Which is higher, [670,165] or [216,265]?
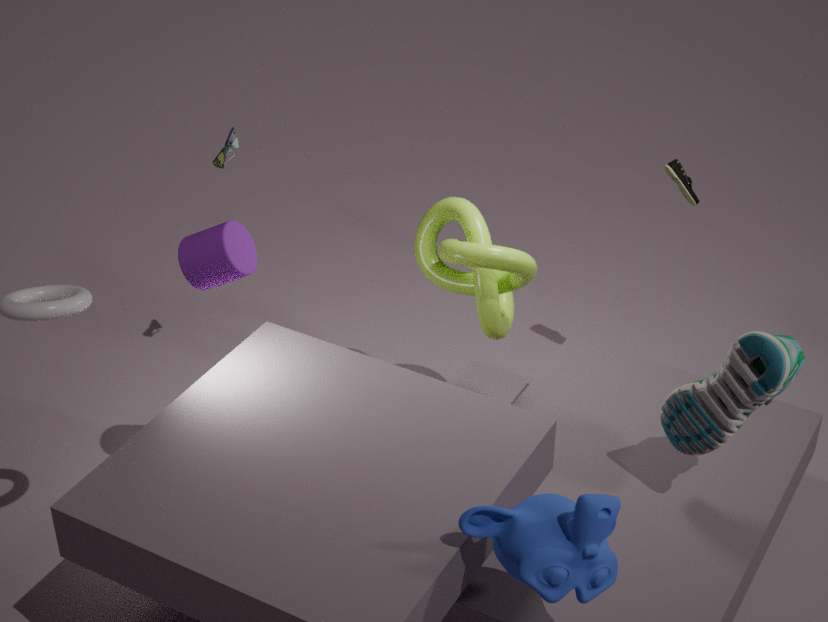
[216,265]
